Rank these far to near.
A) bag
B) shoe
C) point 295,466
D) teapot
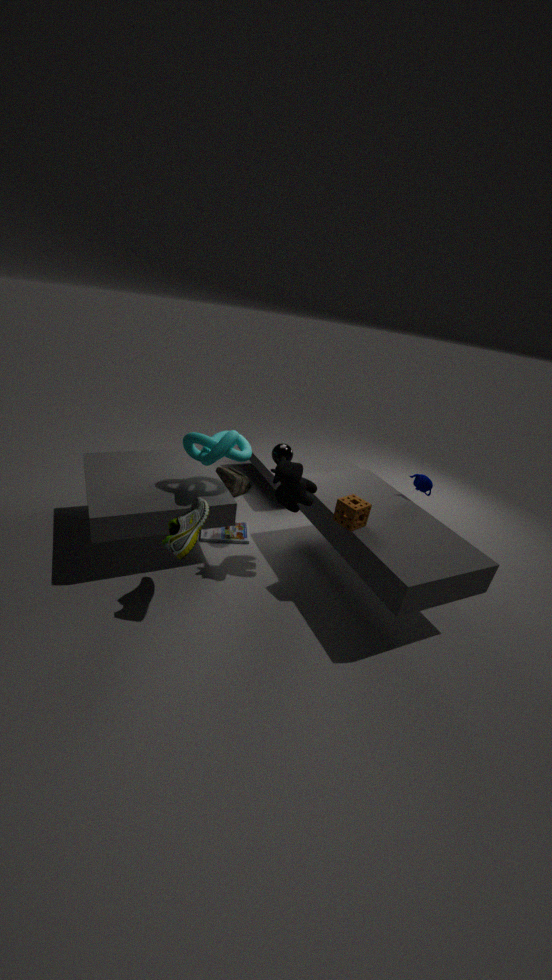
1. point 295,466
2. bag
3. teapot
4. shoe
